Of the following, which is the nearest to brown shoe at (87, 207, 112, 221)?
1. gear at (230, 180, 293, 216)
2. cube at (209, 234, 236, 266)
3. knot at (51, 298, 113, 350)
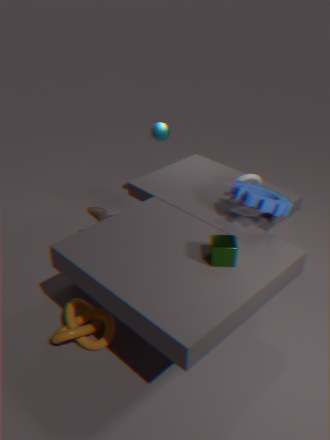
knot at (51, 298, 113, 350)
